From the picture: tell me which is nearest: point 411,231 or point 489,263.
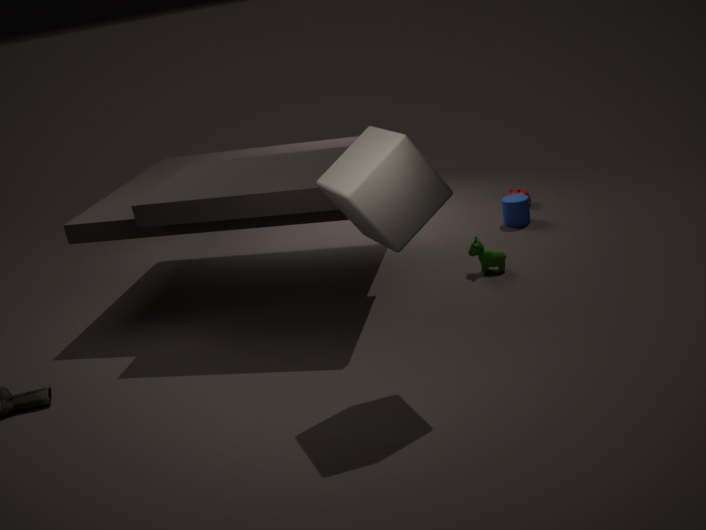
point 411,231
